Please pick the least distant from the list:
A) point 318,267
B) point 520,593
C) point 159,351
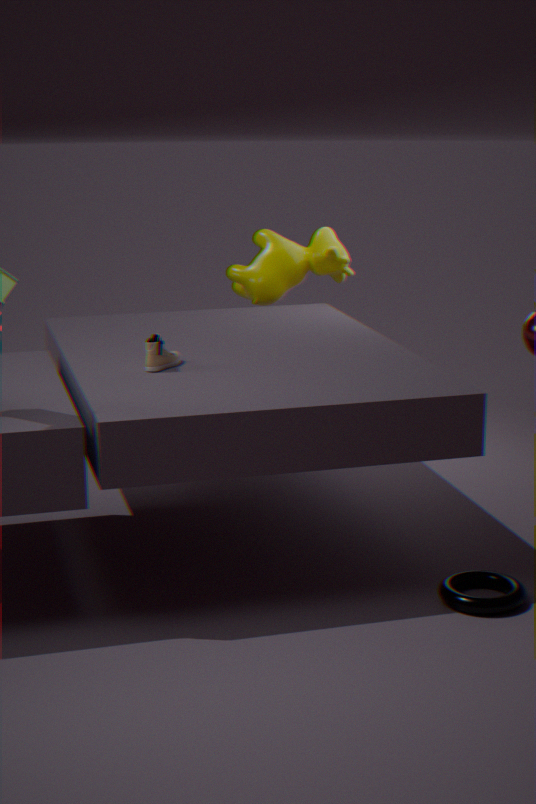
point 520,593
